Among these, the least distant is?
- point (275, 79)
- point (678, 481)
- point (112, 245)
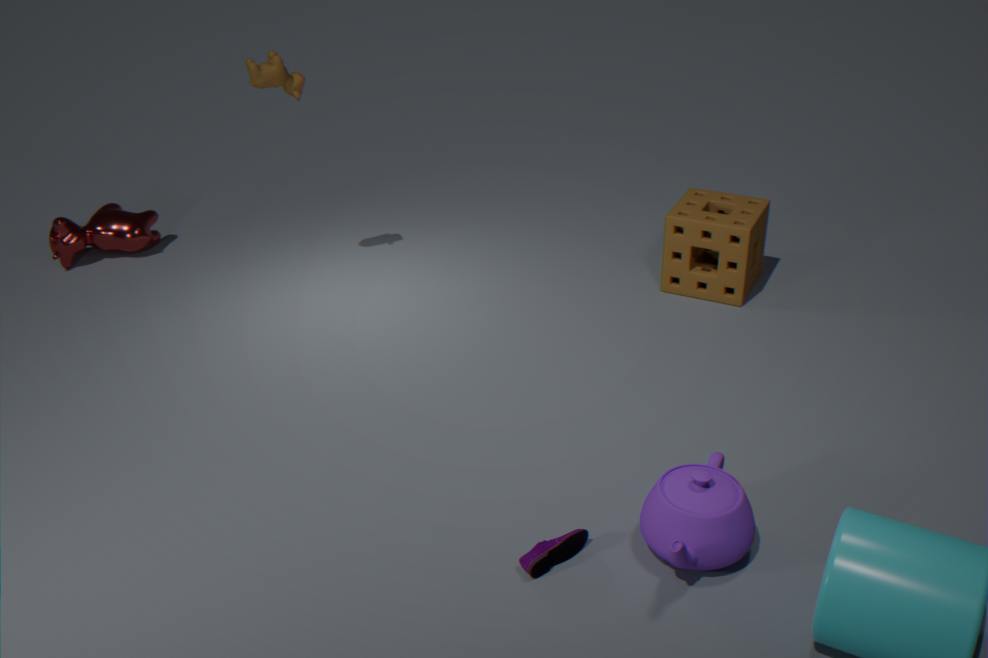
point (678, 481)
